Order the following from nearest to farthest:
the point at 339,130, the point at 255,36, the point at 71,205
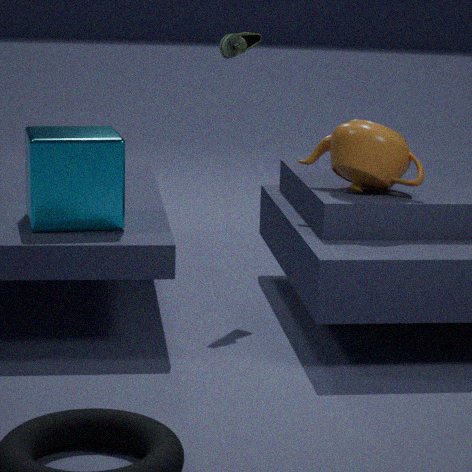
1. the point at 71,205
2. the point at 339,130
3. the point at 255,36
